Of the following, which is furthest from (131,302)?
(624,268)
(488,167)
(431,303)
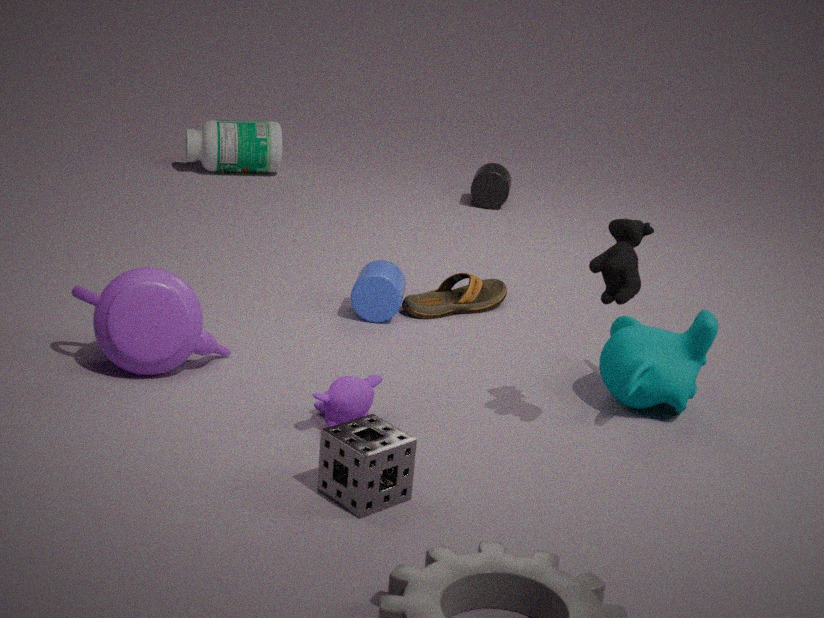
(488,167)
